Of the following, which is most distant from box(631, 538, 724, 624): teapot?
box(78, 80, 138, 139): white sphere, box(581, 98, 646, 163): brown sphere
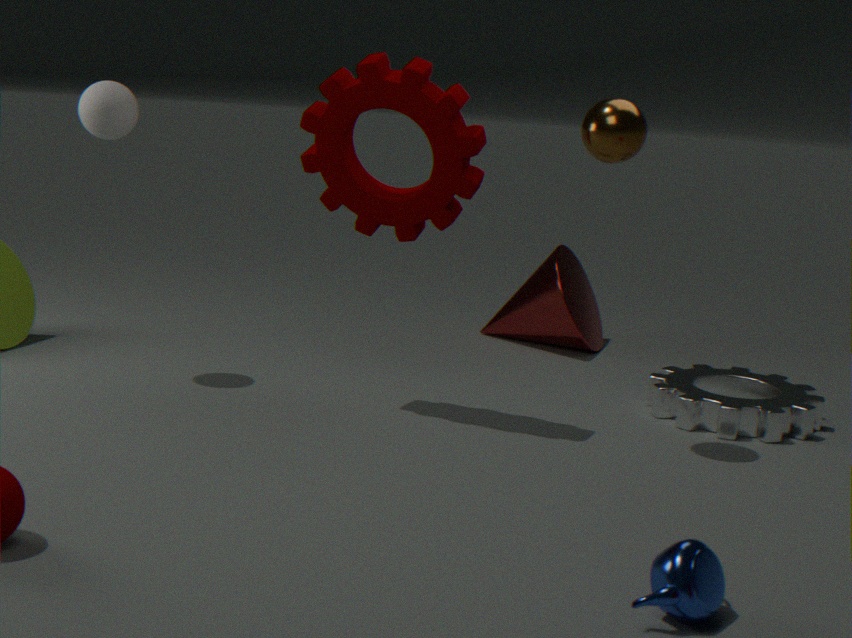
box(78, 80, 138, 139): white sphere
